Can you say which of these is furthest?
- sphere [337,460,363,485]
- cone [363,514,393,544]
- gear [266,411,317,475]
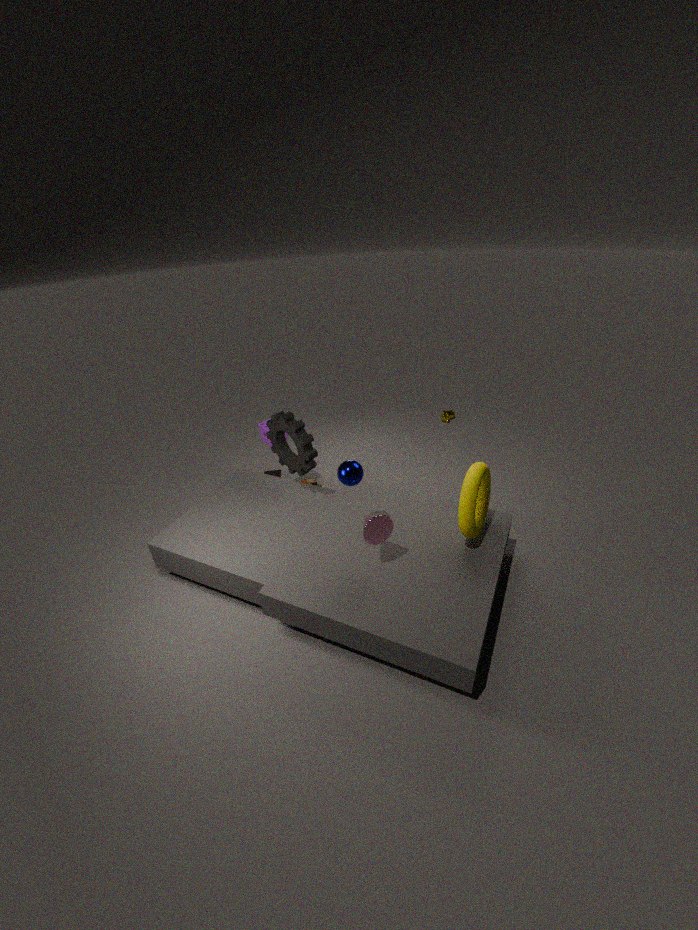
gear [266,411,317,475]
